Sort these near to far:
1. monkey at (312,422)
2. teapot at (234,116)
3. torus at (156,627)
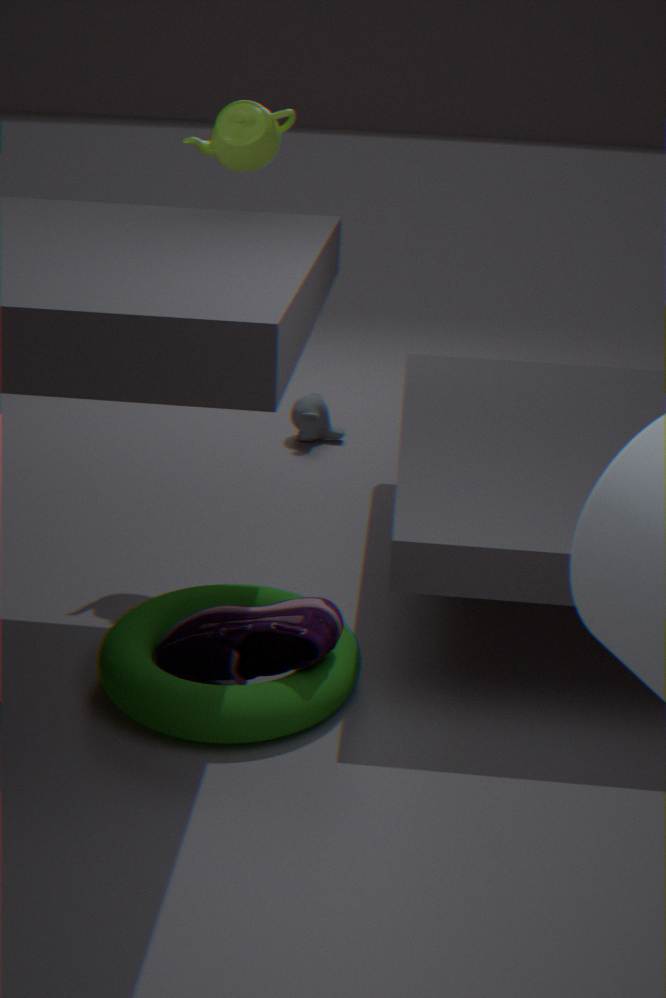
torus at (156,627), teapot at (234,116), monkey at (312,422)
